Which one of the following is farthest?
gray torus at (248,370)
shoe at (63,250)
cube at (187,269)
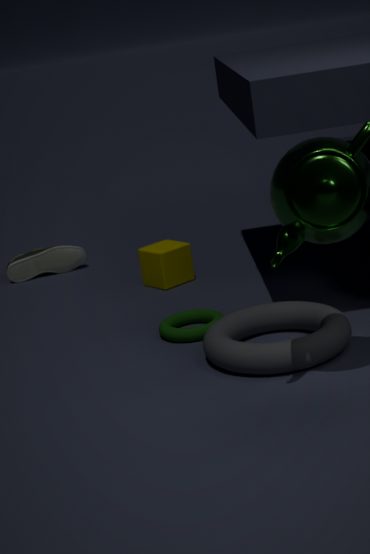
shoe at (63,250)
